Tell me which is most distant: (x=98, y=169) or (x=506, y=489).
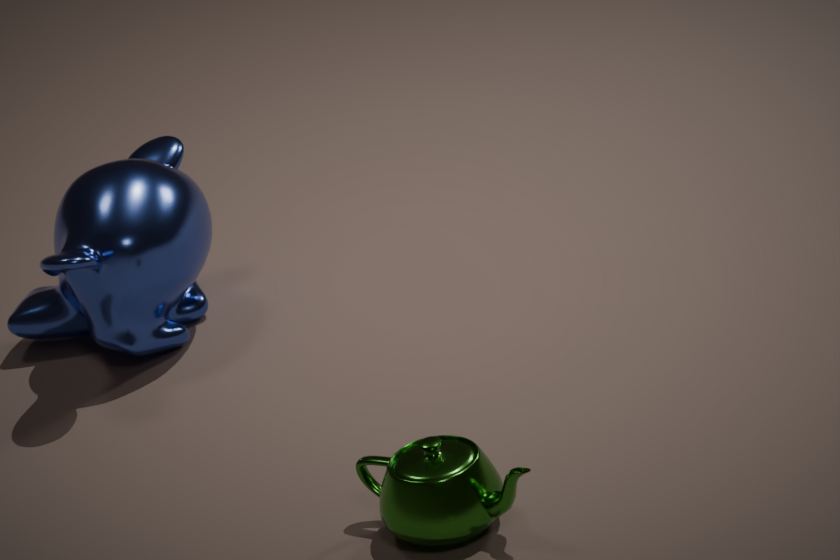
(x=98, y=169)
